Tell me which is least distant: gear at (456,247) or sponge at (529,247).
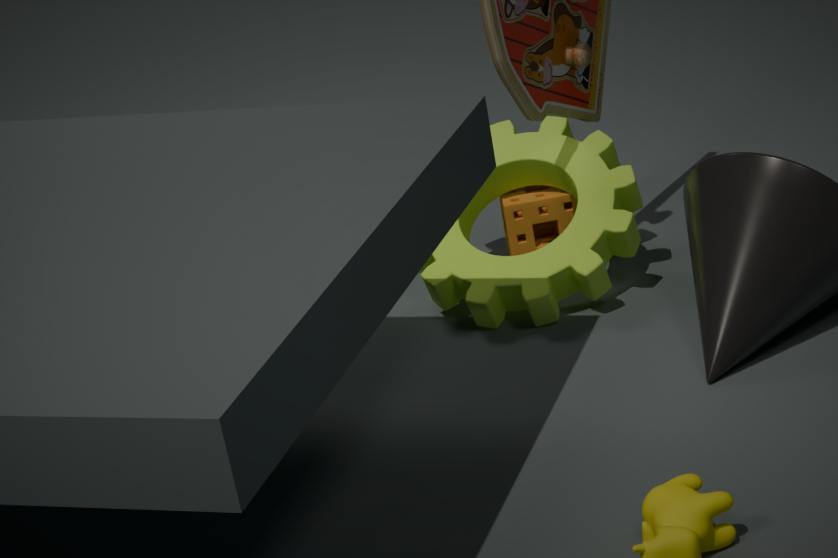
gear at (456,247)
